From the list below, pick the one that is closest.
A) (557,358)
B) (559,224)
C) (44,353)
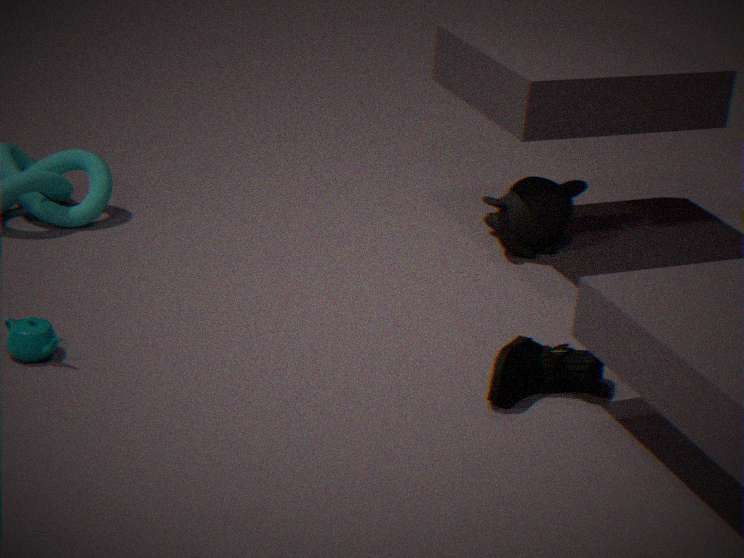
(44,353)
